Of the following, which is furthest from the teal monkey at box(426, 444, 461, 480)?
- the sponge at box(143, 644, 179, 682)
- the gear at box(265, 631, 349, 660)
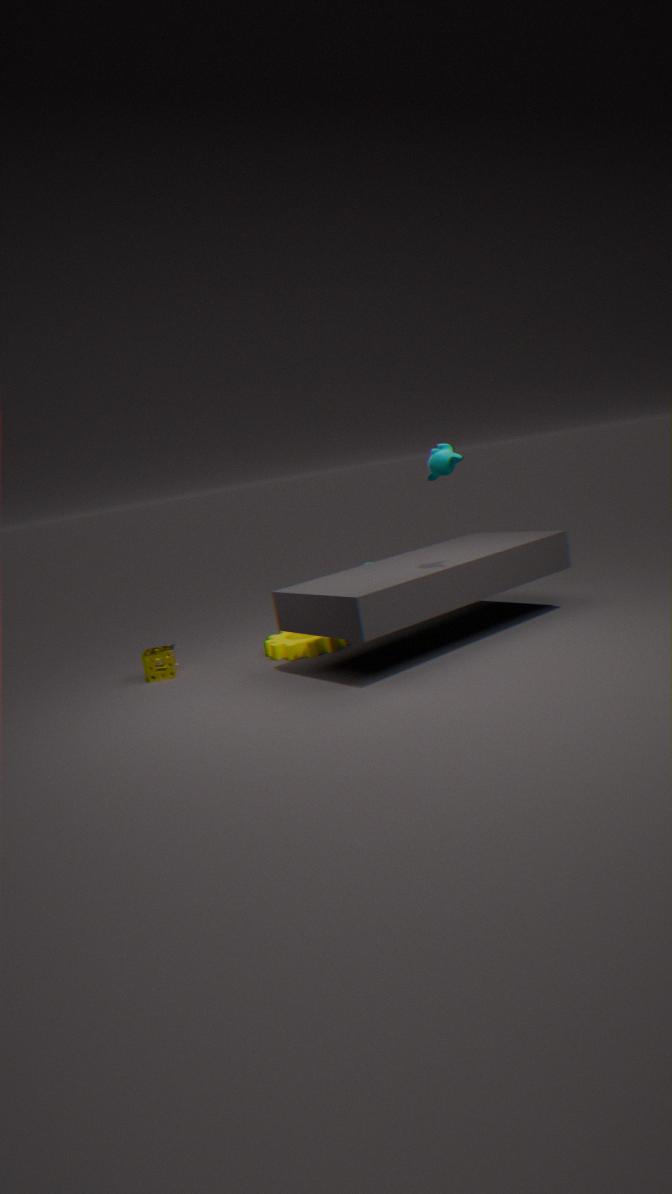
the sponge at box(143, 644, 179, 682)
